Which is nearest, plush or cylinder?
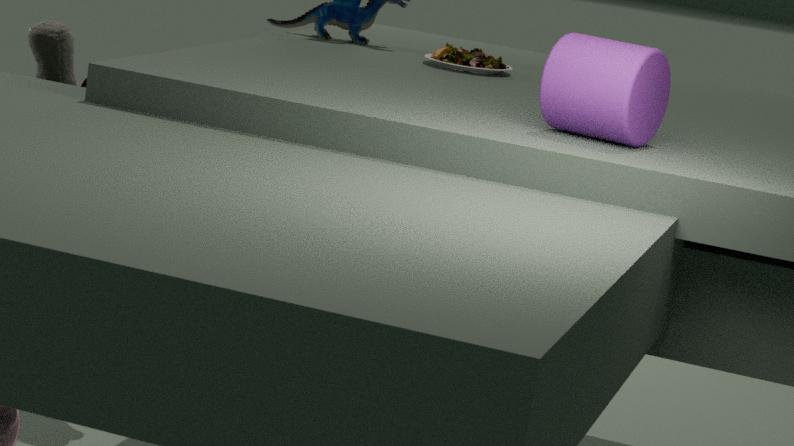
cylinder
